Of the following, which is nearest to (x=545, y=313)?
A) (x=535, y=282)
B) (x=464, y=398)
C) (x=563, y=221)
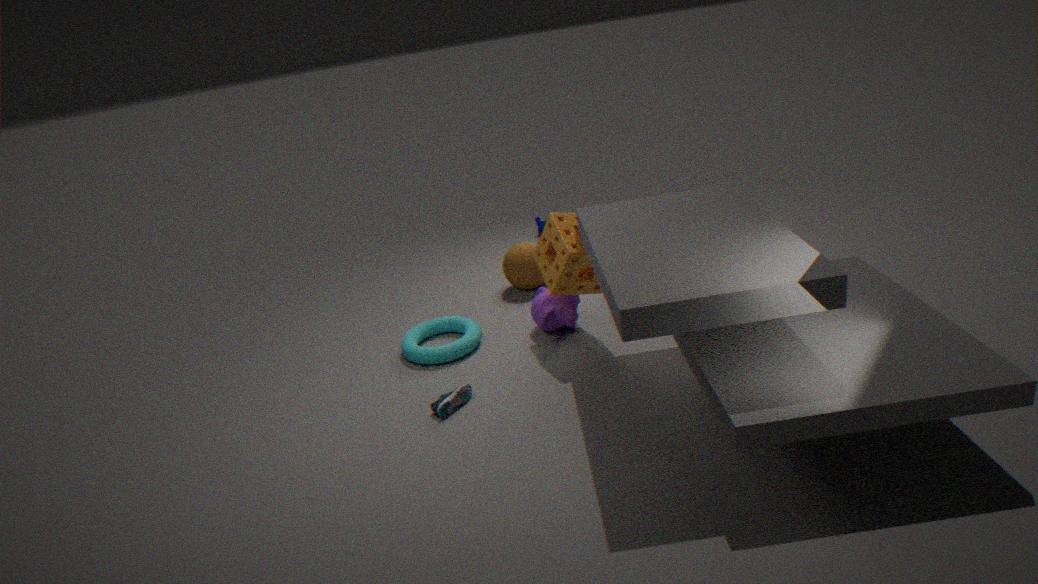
(x=563, y=221)
